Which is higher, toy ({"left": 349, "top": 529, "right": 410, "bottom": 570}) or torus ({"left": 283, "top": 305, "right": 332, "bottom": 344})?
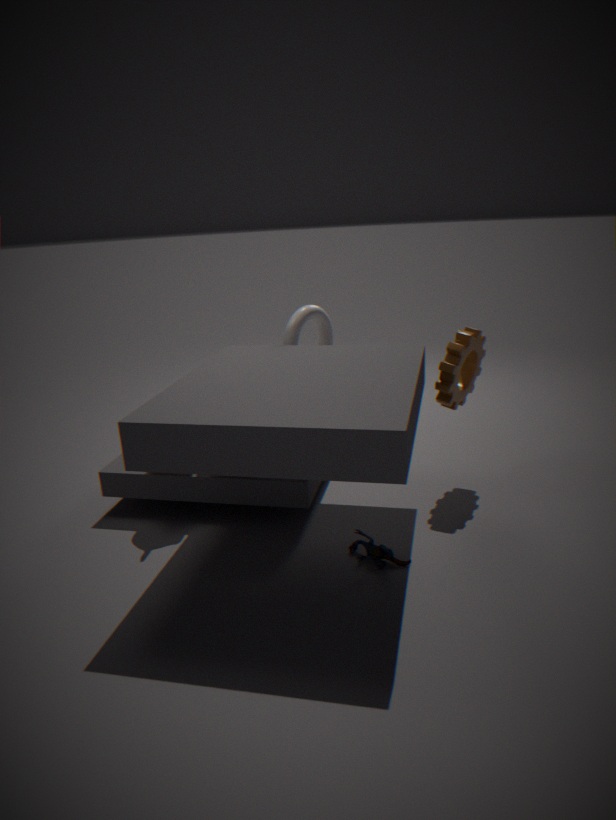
torus ({"left": 283, "top": 305, "right": 332, "bottom": 344})
